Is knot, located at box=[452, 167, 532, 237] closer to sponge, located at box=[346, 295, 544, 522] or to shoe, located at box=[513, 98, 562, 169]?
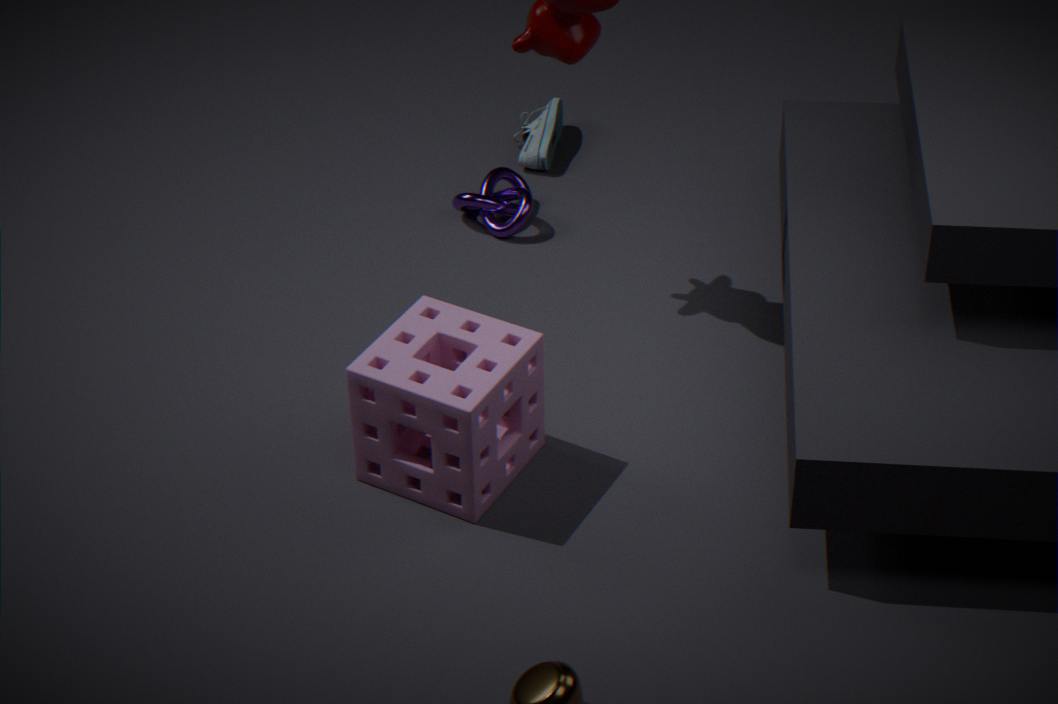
shoe, located at box=[513, 98, 562, 169]
